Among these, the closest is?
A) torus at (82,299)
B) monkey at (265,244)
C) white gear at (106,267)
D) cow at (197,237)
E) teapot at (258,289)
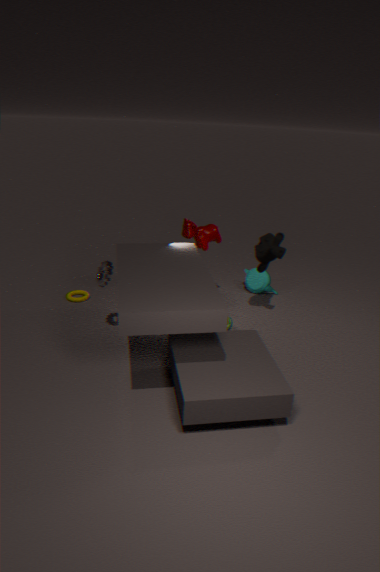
white gear at (106,267)
